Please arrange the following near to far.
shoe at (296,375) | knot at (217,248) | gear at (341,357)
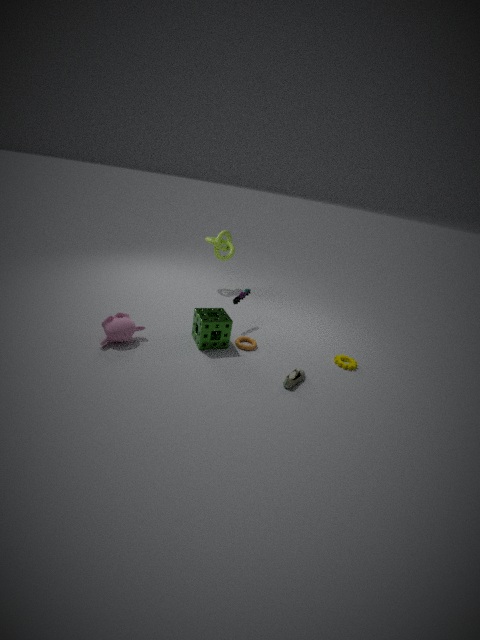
1. shoe at (296,375)
2. gear at (341,357)
3. knot at (217,248)
